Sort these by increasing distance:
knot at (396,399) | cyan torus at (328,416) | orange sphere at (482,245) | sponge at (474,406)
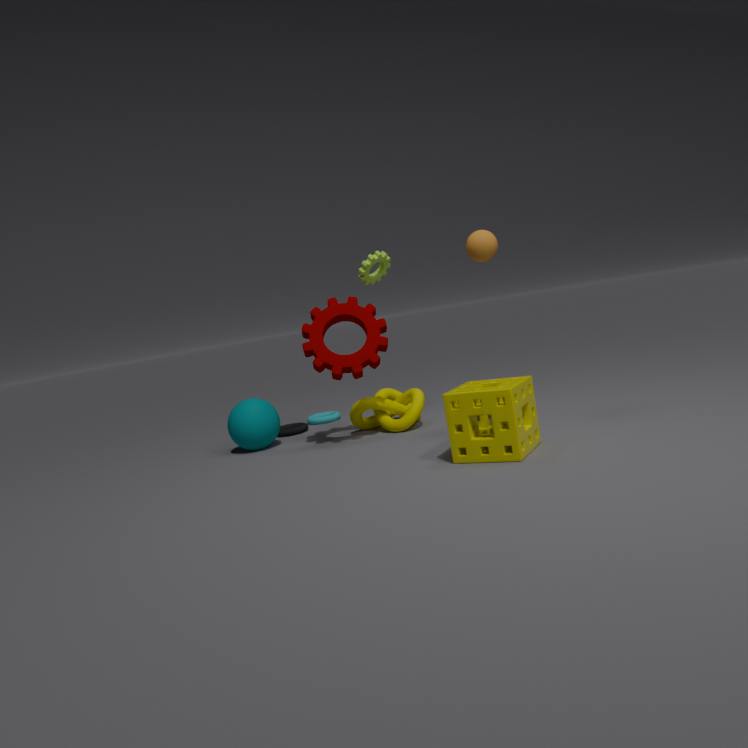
sponge at (474,406) → orange sphere at (482,245) → knot at (396,399) → cyan torus at (328,416)
